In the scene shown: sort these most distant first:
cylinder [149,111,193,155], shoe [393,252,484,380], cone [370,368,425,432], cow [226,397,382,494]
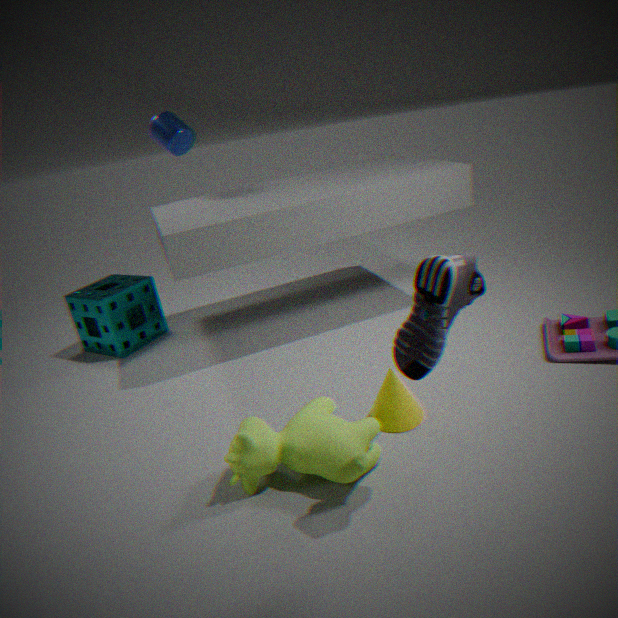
cylinder [149,111,193,155] < cone [370,368,425,432] < cow [226,397,382,494] < shoe [393,252,484,380]
